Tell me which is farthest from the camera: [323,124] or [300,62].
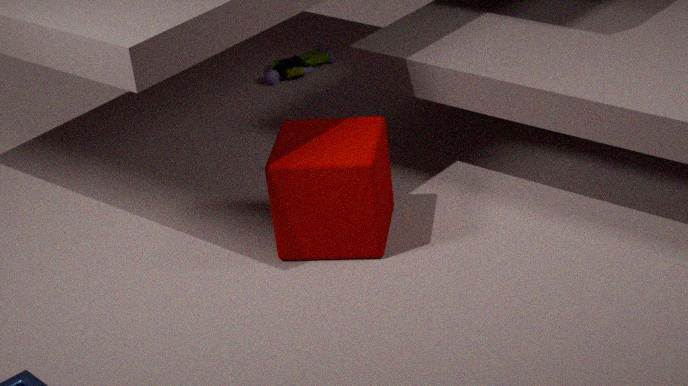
[300,62]
